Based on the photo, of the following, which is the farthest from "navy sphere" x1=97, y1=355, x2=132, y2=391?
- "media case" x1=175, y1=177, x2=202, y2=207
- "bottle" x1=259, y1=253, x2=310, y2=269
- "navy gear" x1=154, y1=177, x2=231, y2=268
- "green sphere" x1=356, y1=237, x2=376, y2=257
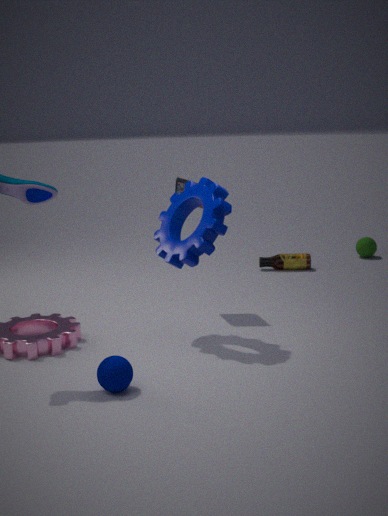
"green sphere" x1=356, y1=237, x2=376, y2=257
